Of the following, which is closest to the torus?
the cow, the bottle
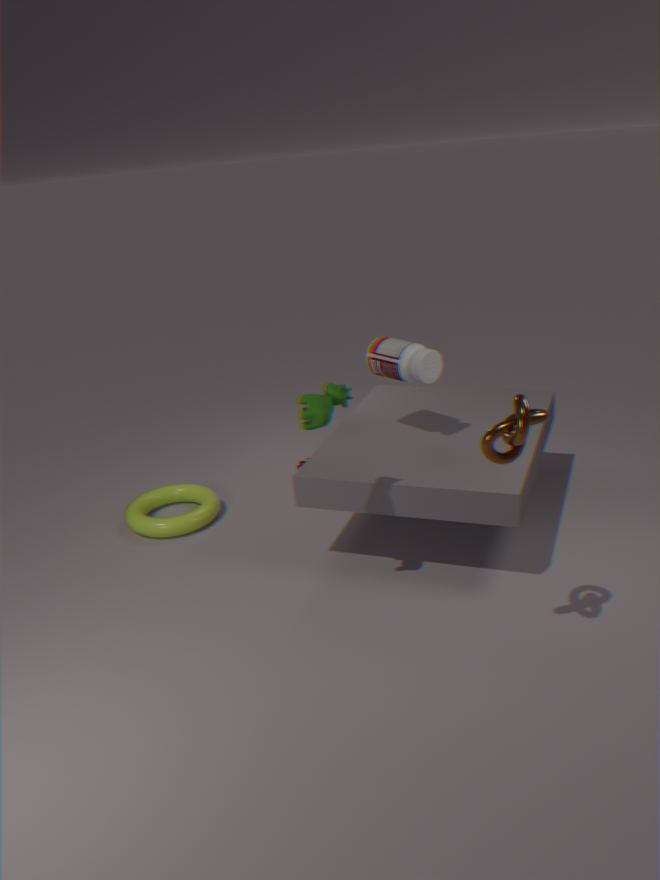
the bottle
